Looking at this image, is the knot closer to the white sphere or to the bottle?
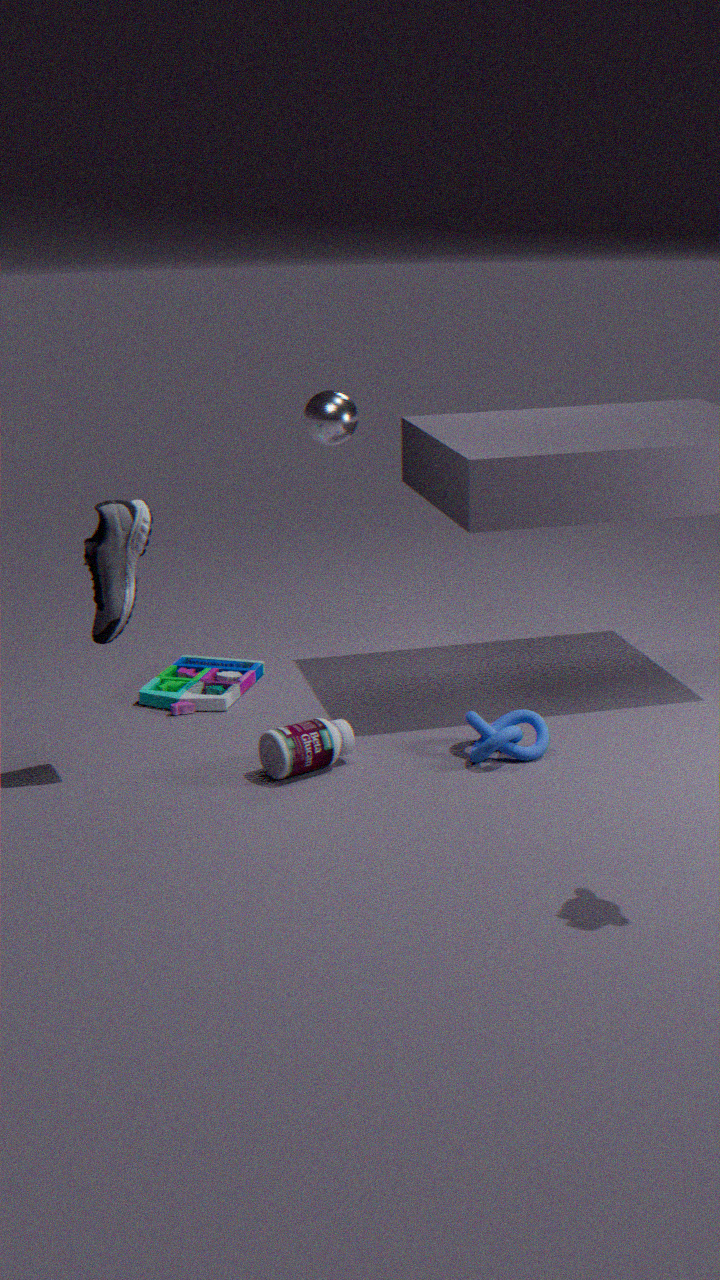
the bottle
